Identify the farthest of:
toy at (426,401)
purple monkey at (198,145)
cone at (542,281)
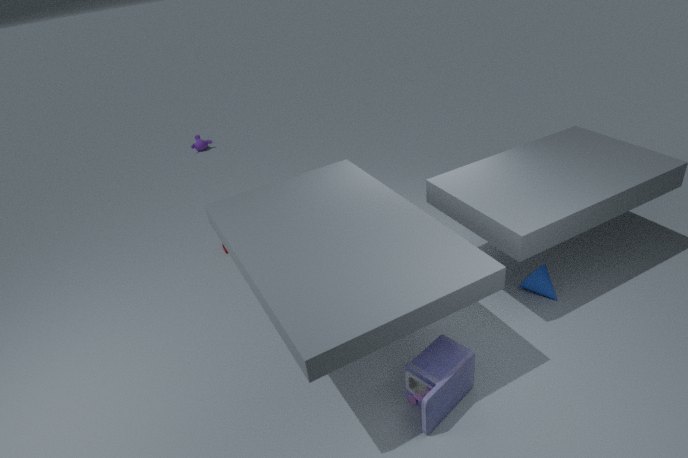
purple monkey at (198,145)
